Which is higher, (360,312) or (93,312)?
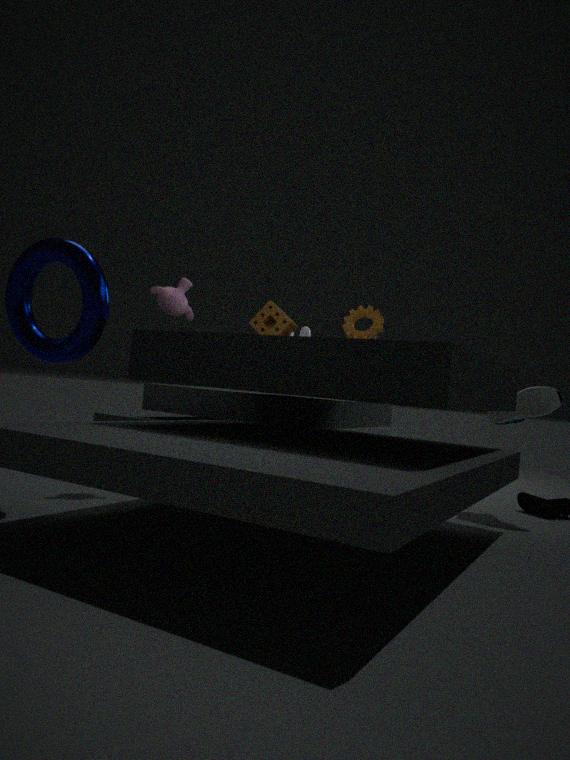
(360,312)
